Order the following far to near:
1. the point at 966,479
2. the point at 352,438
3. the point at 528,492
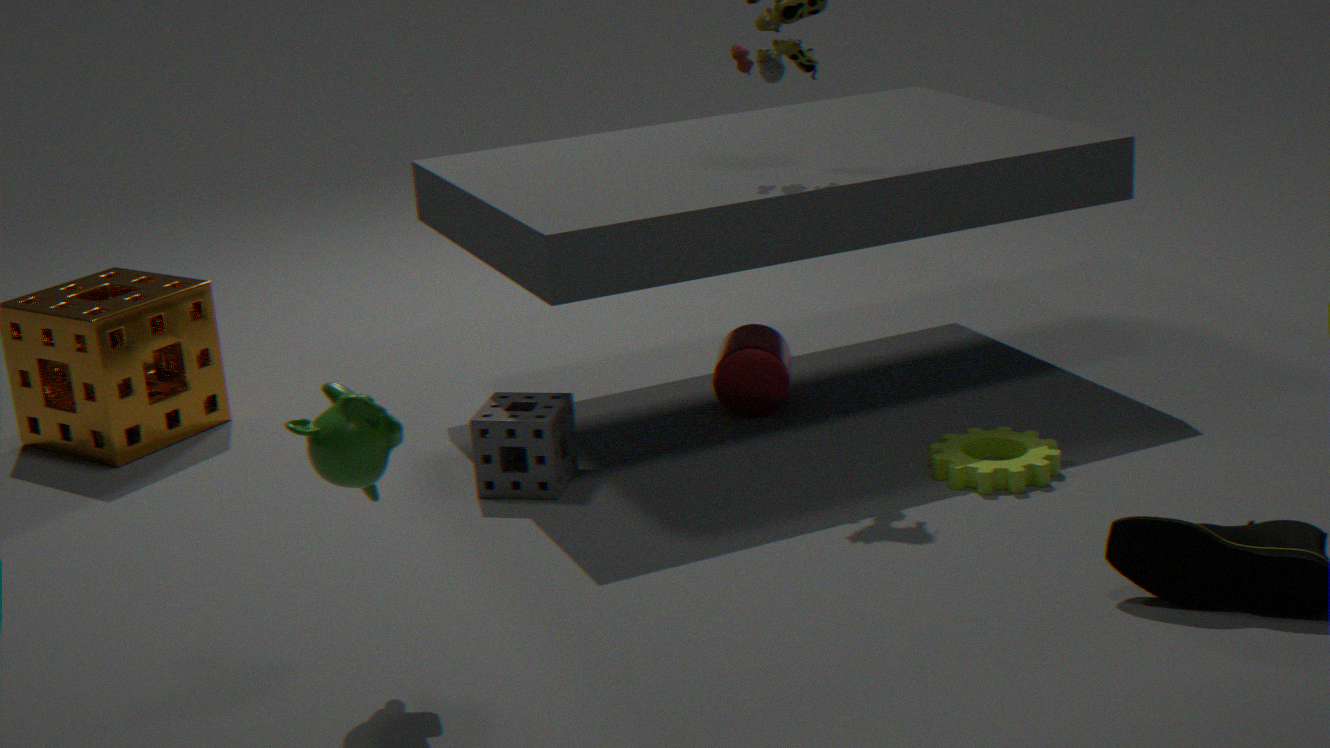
the point at 528,492 < the point at 966,479 < the point at 352,438
